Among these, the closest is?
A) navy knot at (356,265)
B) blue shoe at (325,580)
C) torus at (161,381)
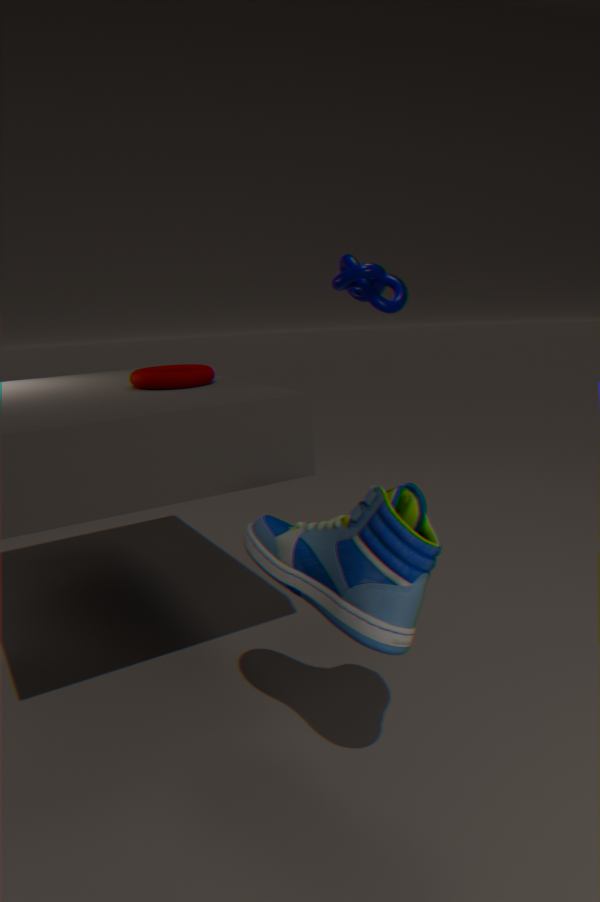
blue shoe at (325,580)
